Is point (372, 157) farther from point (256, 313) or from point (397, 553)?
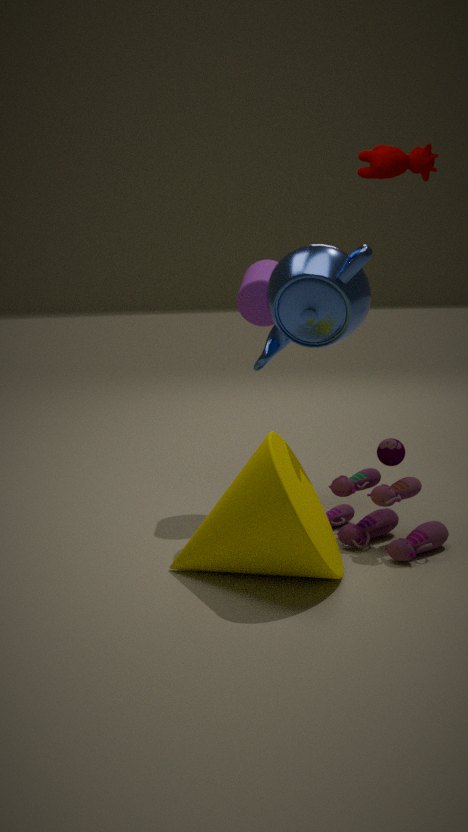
point (397, 553)
